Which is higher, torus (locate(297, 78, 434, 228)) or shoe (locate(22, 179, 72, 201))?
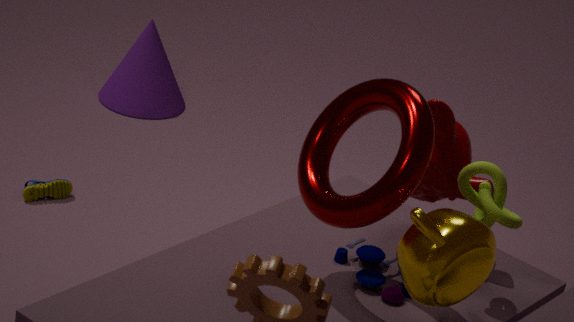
torus (locate(297, 78, 434, 228))
